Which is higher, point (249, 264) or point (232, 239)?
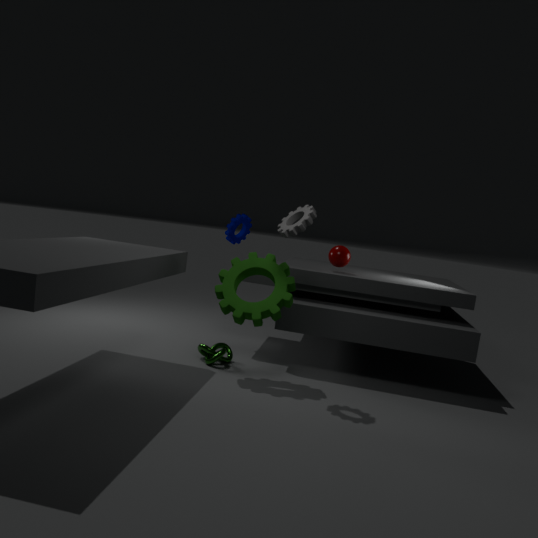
point (232, 239)
